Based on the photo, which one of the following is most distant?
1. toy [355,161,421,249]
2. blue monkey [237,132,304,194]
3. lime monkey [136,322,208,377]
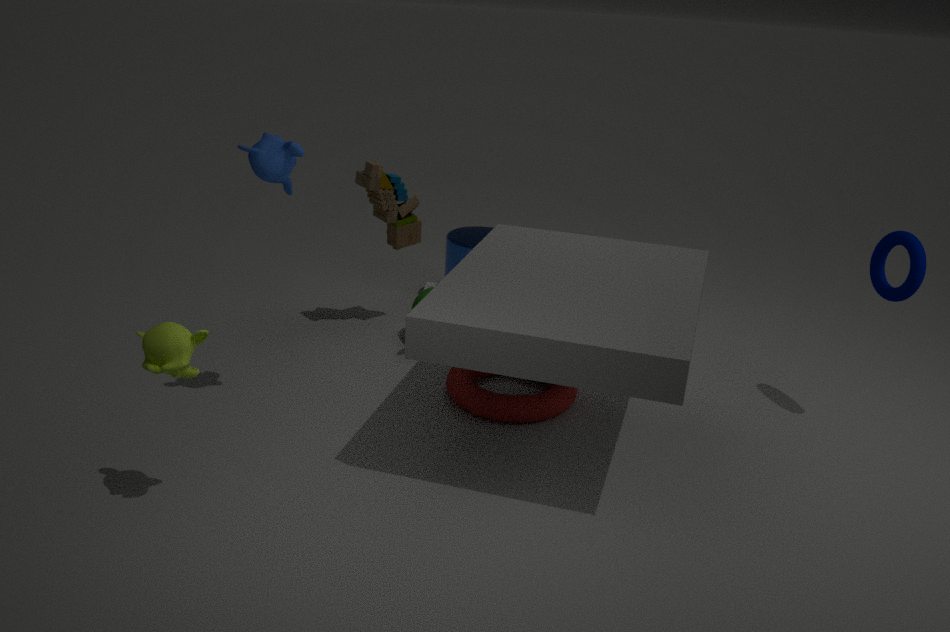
toy [355,161,421,249]
